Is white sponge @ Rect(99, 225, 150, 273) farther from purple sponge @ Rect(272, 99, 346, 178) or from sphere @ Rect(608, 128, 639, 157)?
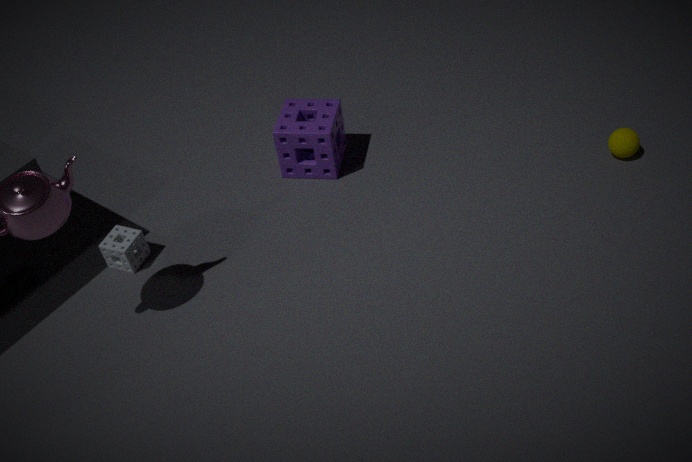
sphere @ Rect(608, 128, 639, 157)
